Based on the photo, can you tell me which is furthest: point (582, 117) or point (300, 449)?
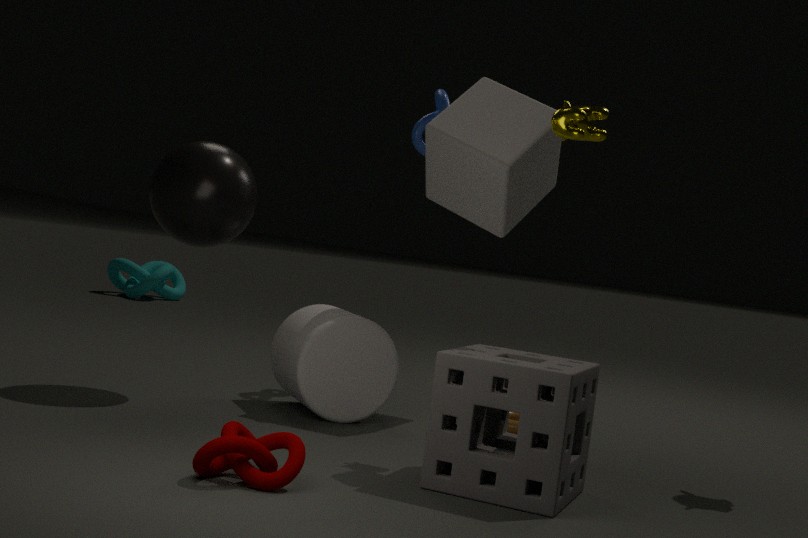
point (582, 117)
